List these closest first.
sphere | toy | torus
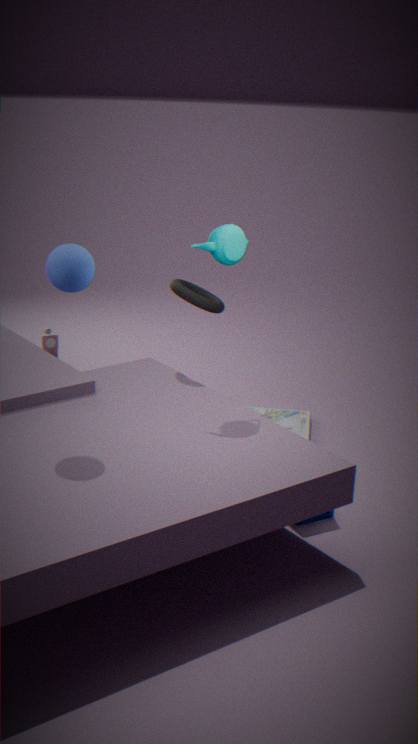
sphere, torus, toy
